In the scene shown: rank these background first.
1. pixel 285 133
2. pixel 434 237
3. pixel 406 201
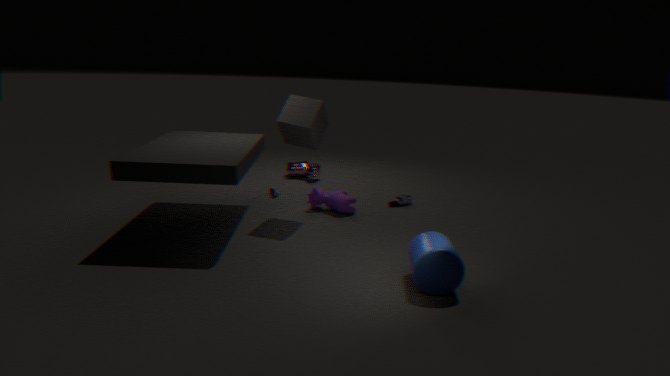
pixel 406 201 < pixel 285 133 < pixel 434 237
